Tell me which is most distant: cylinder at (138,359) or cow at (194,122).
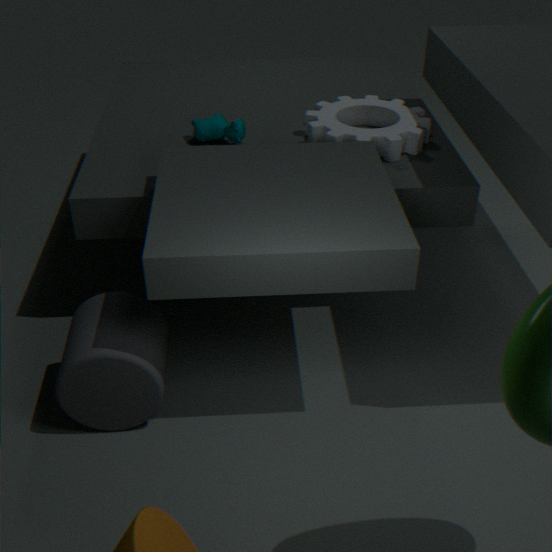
cow at (194,122)
